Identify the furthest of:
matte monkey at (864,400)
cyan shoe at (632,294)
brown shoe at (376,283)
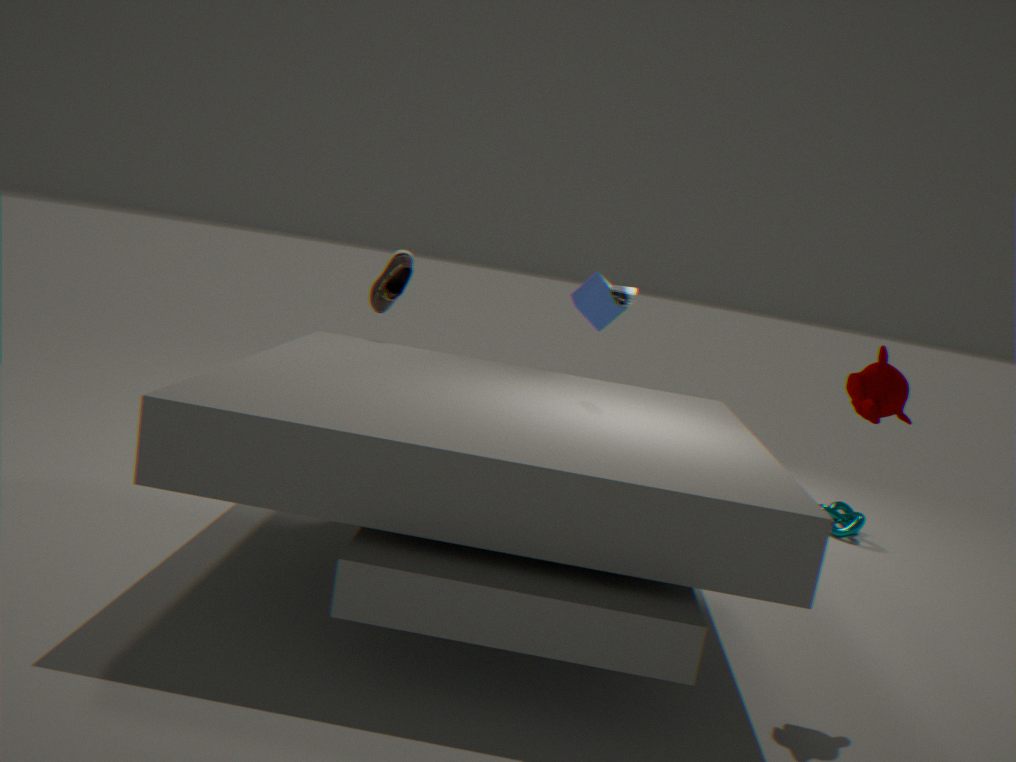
brown shoe at (376,283)
